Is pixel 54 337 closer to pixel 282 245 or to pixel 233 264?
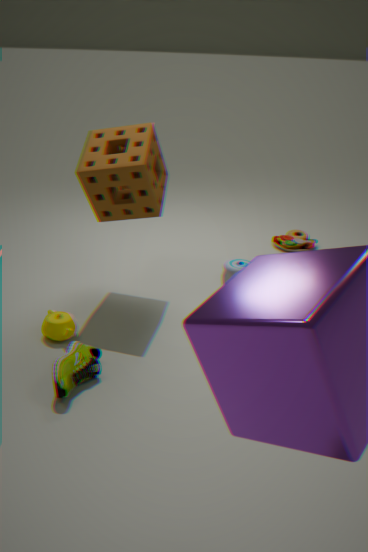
pixel 233 264
